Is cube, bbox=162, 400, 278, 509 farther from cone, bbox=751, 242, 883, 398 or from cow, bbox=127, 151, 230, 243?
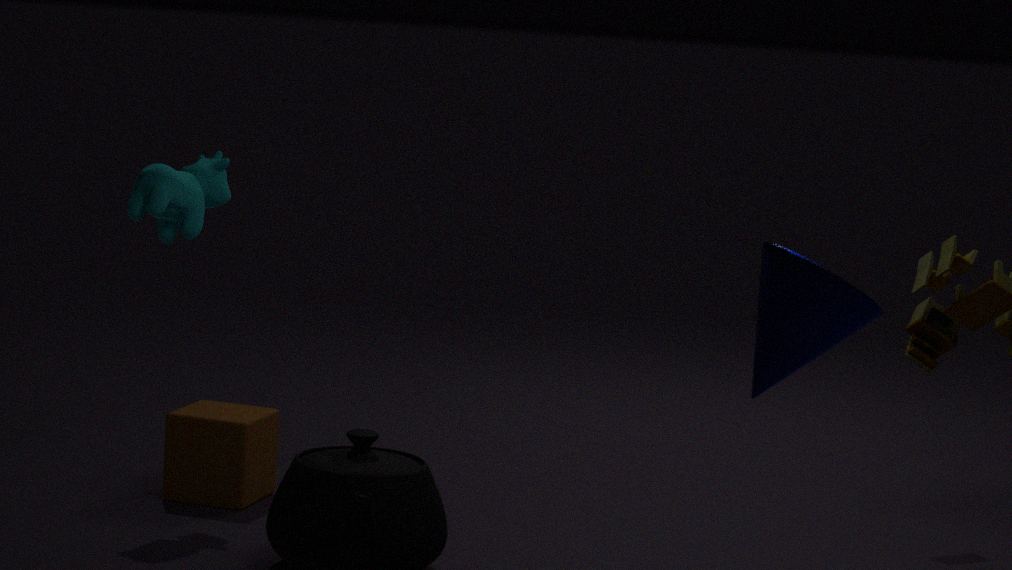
cone, bbox=751, 242, 883, 398
